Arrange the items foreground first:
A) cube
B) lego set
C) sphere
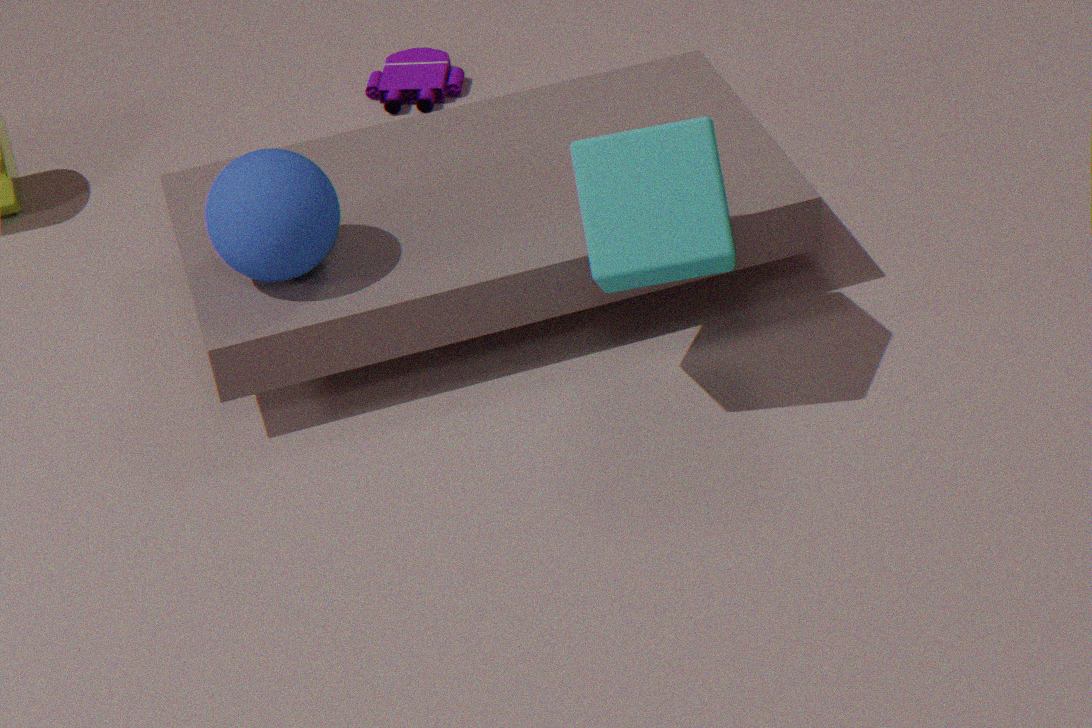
cube < sphere < lego set
